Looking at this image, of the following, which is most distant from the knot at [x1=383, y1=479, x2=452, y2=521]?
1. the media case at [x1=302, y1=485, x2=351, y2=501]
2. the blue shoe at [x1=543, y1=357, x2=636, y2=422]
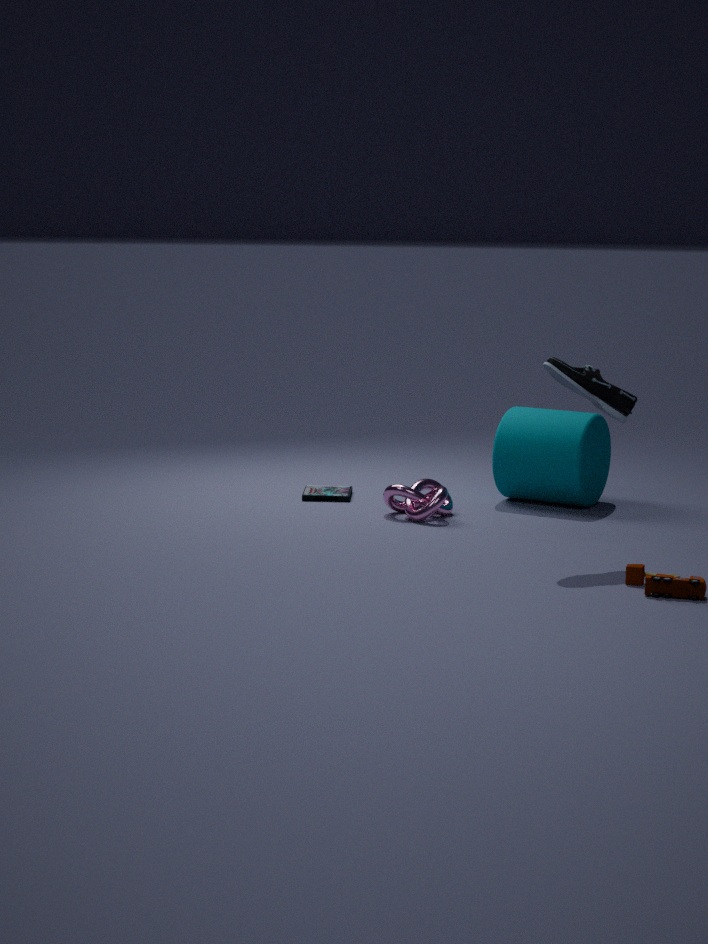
the blue shoe at [x1=543, y1=357, x2=636, y2=422]
